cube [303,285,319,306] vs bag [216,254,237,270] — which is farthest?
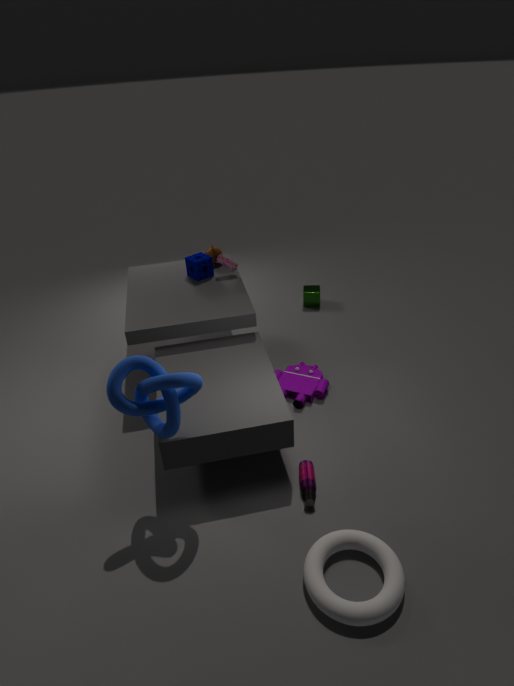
cube [303,285,319,306]
